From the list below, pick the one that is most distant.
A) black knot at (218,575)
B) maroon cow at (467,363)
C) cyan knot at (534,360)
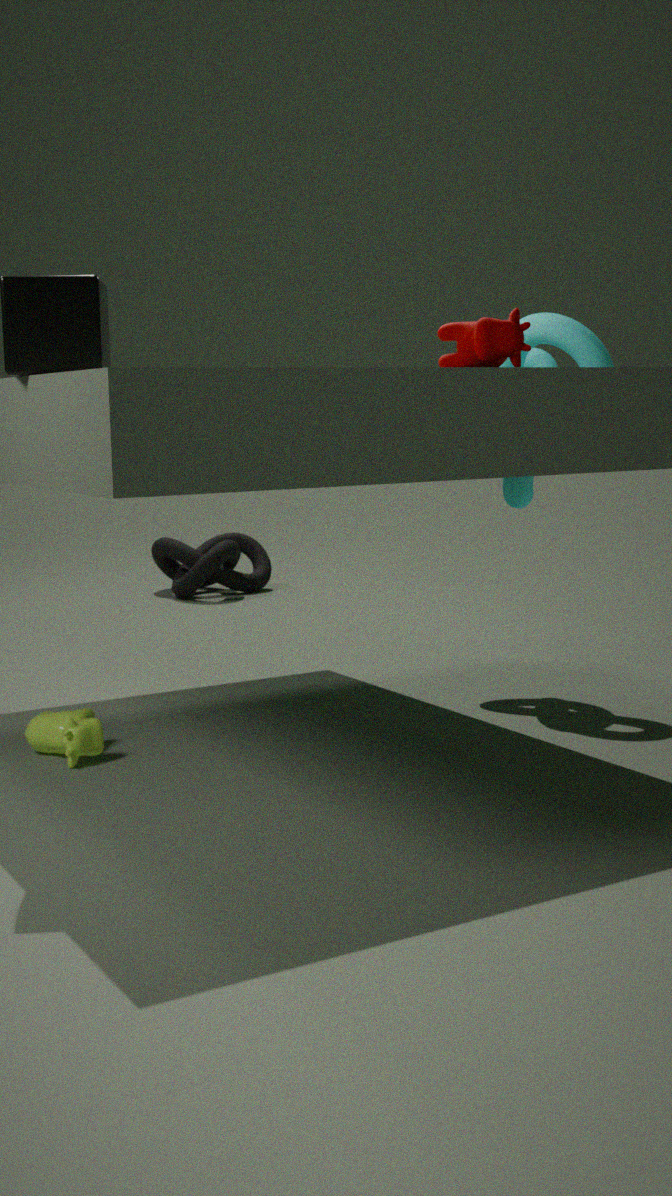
black knot at (218,575)
